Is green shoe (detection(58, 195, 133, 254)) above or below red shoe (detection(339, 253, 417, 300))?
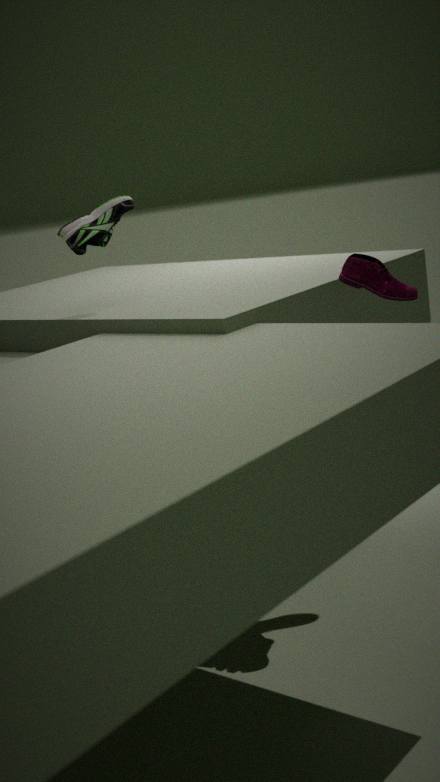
above
